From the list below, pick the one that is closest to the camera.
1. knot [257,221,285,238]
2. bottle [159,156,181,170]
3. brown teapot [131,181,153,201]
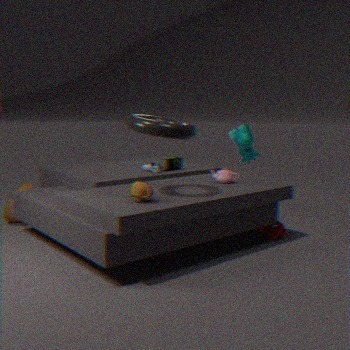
brown teapot [131,181,153,201]
